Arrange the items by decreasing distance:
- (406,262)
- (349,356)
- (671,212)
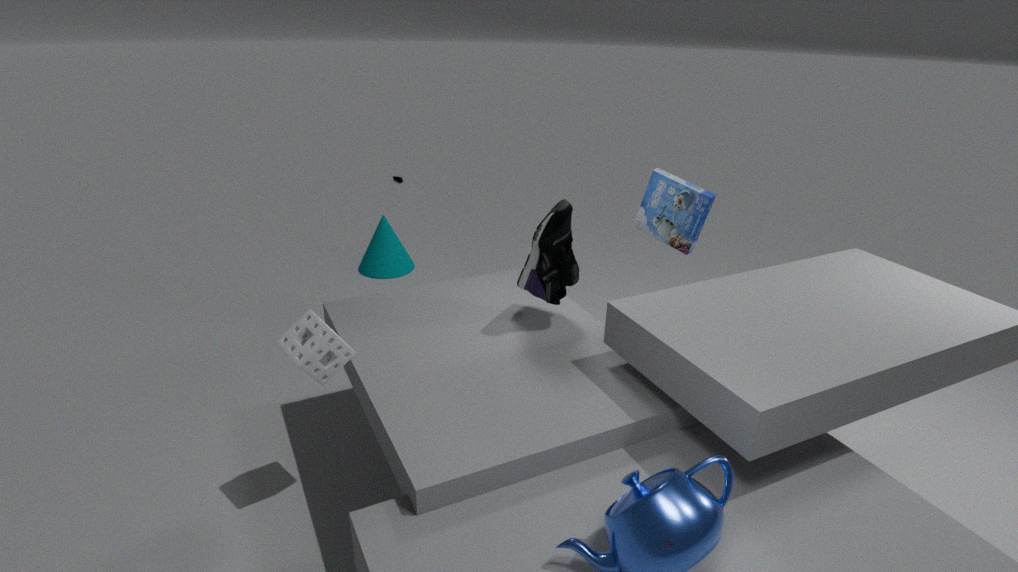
1. (406,262)
2. (671,212)
3. (349,356)
